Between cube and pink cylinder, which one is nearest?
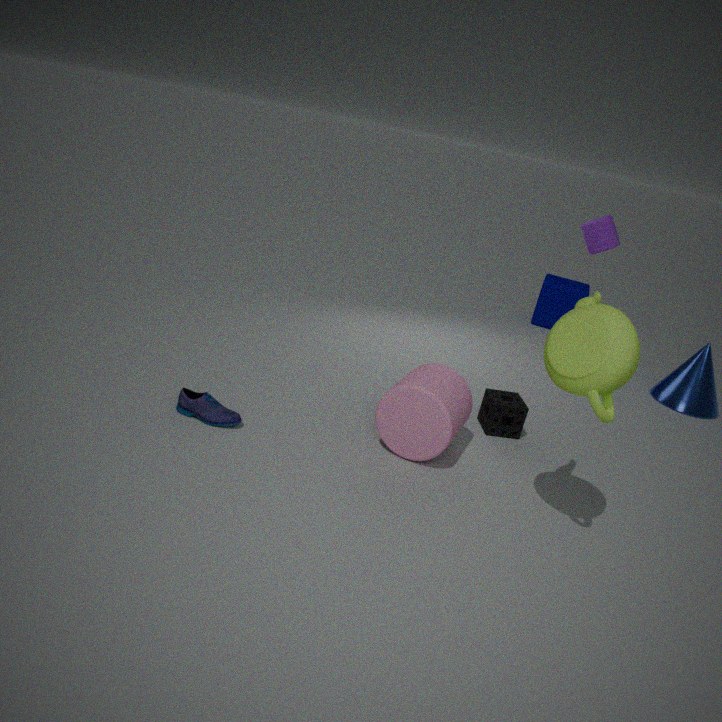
pink cylinder
